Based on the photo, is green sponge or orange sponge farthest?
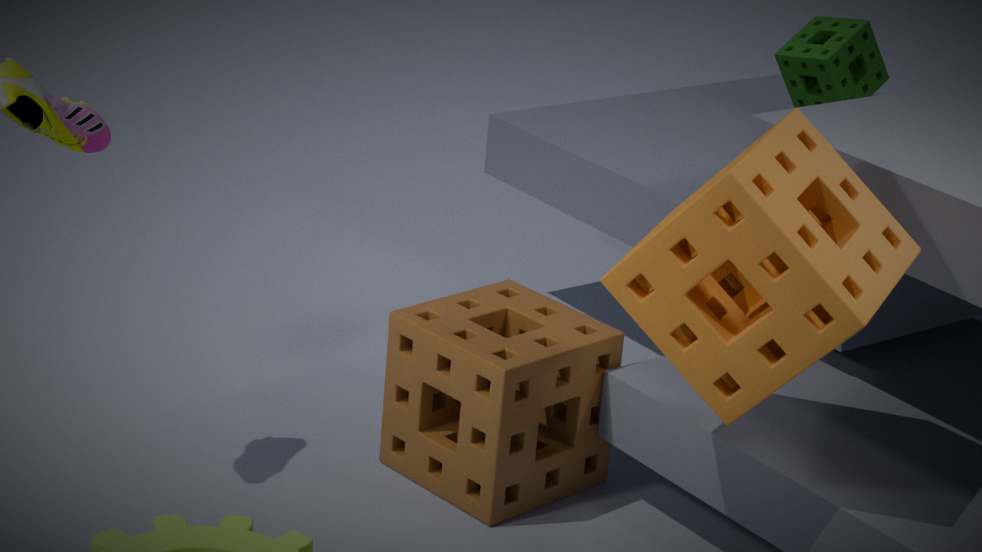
green sponge
